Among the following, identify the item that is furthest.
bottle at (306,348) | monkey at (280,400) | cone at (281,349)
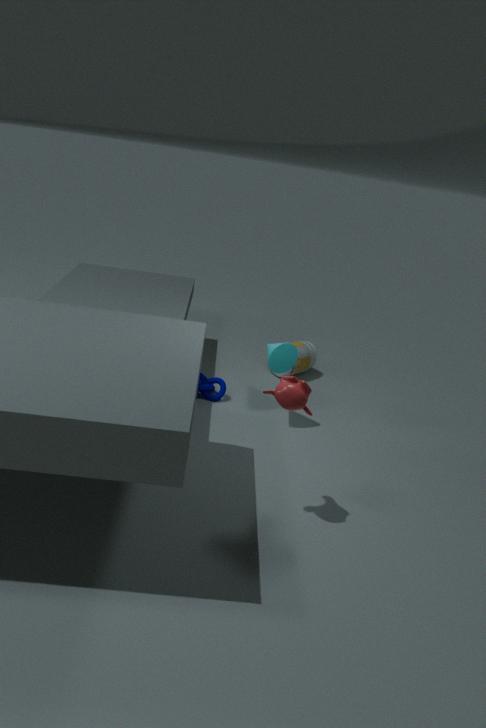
bottle at (306,348)
